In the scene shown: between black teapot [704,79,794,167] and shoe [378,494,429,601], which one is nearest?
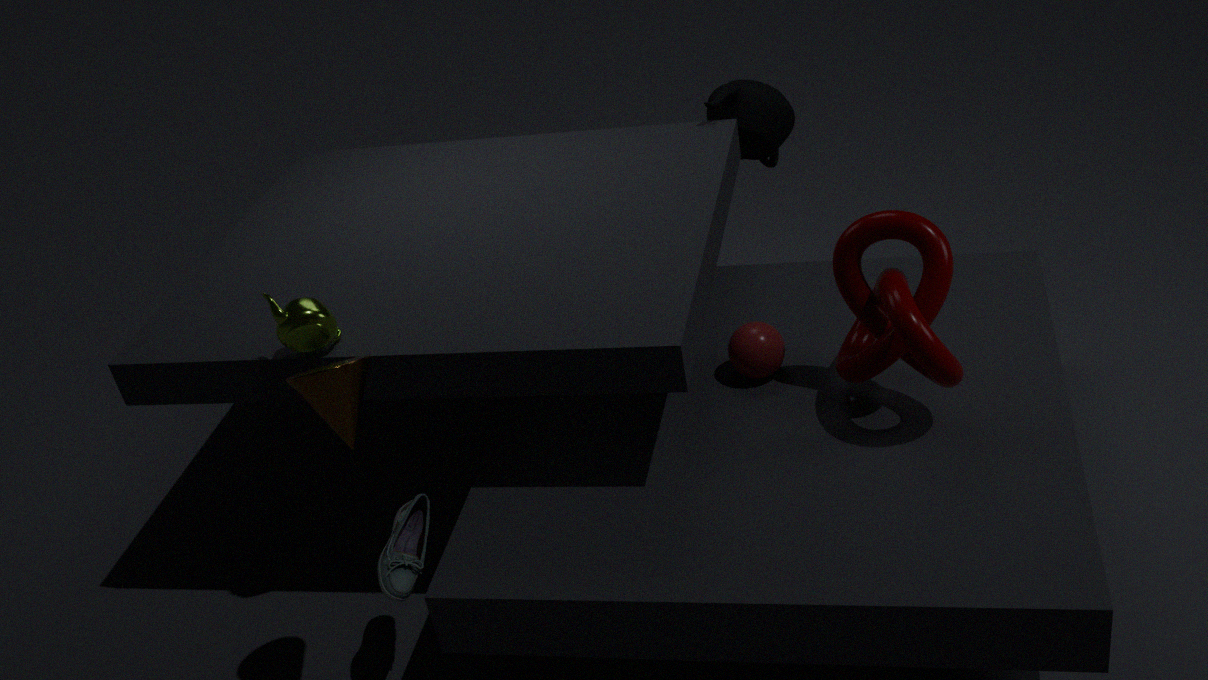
shoe [378,494,429,601]
